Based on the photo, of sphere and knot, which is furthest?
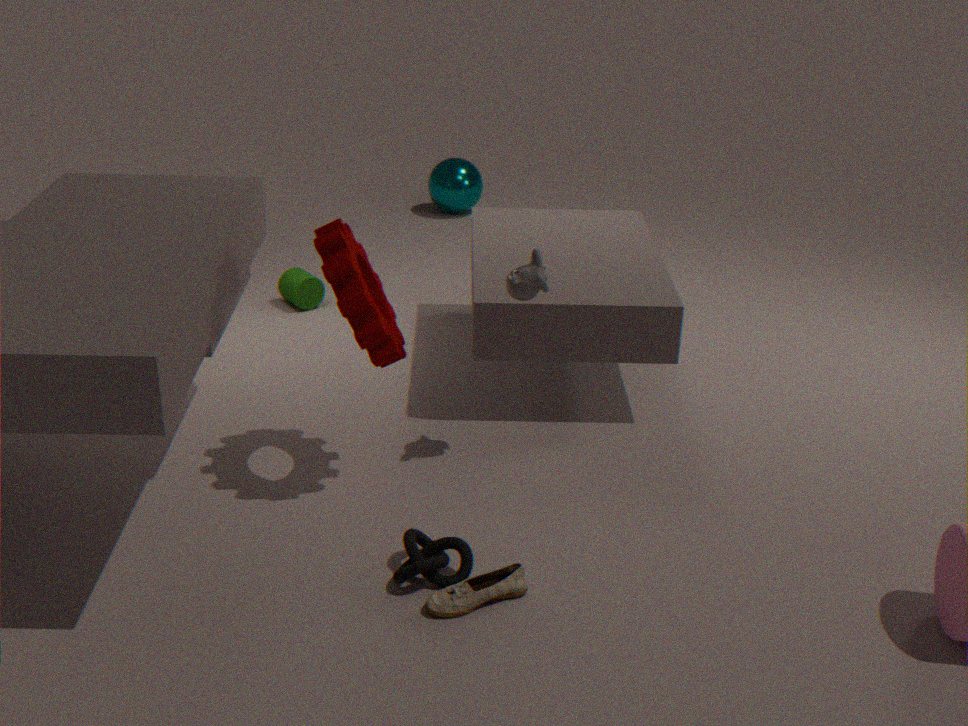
sphere
